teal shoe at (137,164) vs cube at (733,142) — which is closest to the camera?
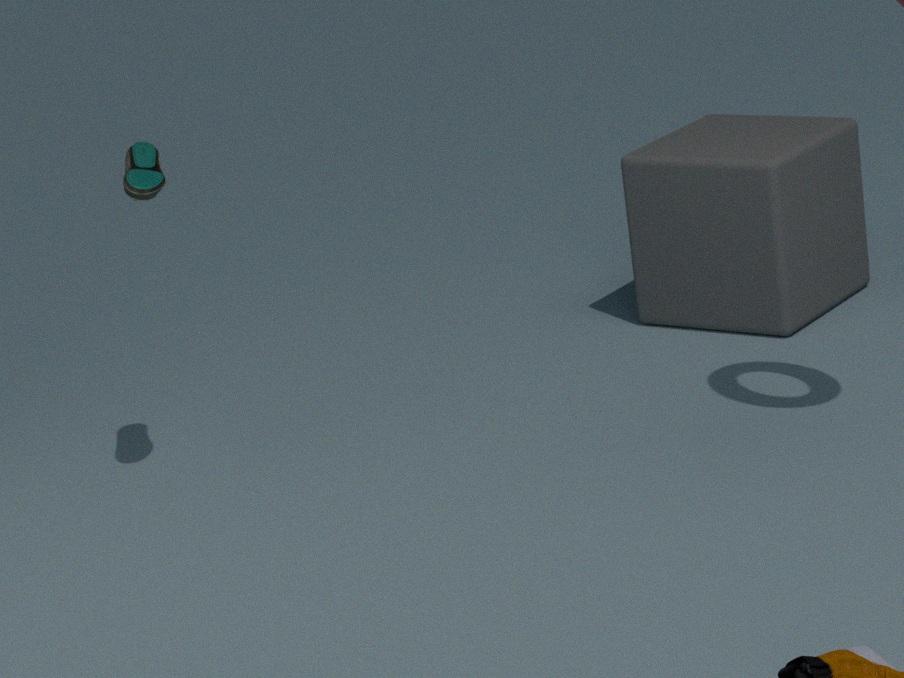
teal shoe at (137,164)
